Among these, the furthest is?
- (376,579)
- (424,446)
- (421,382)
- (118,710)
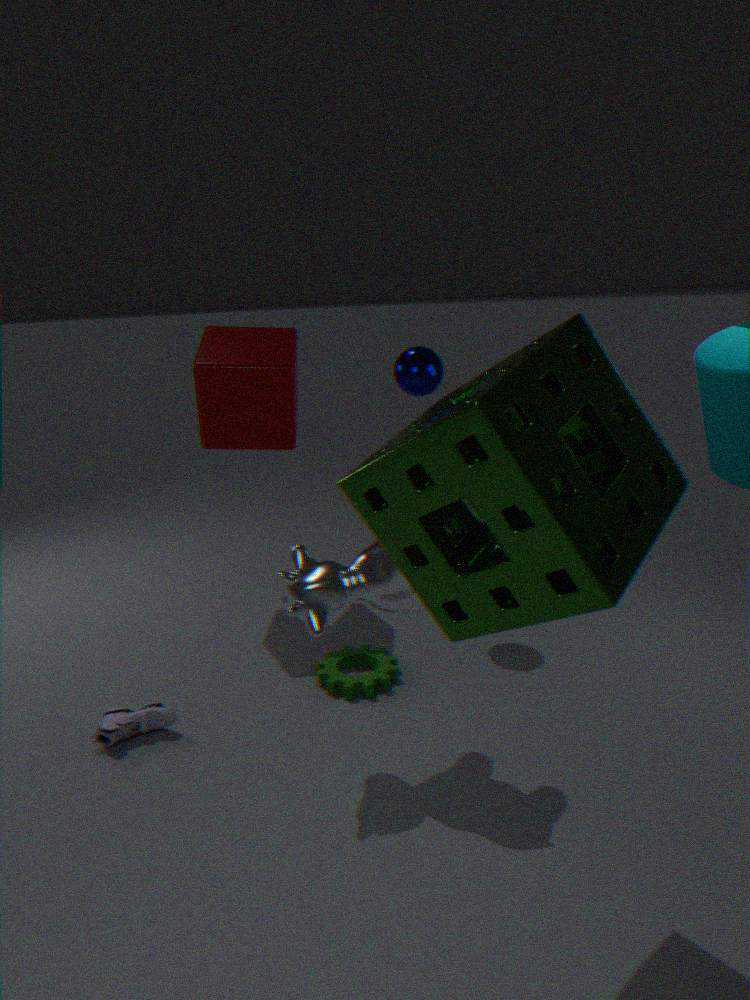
(421,382)
